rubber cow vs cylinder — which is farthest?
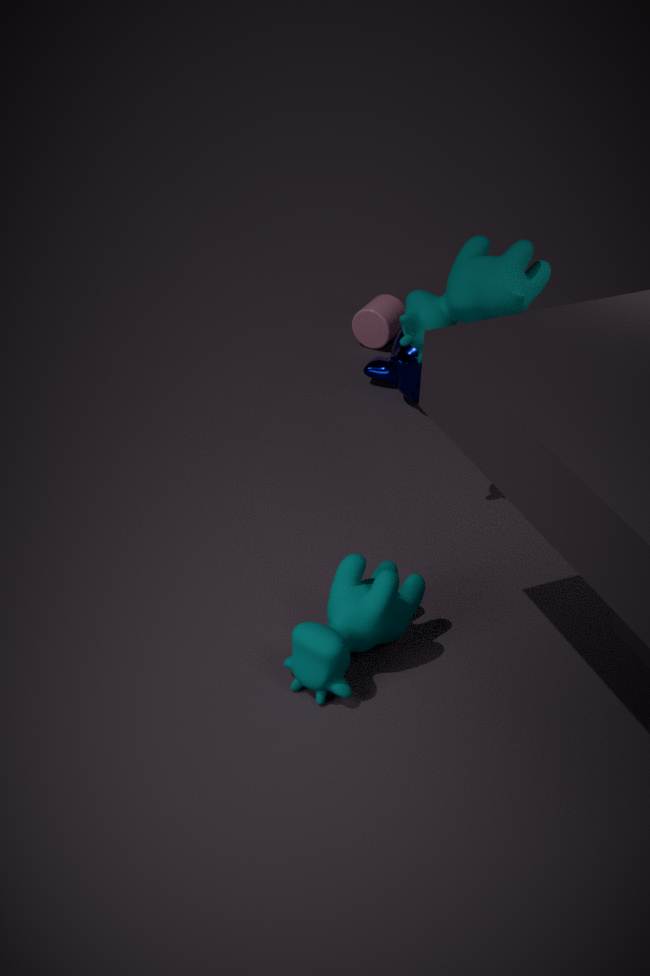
cylinder
